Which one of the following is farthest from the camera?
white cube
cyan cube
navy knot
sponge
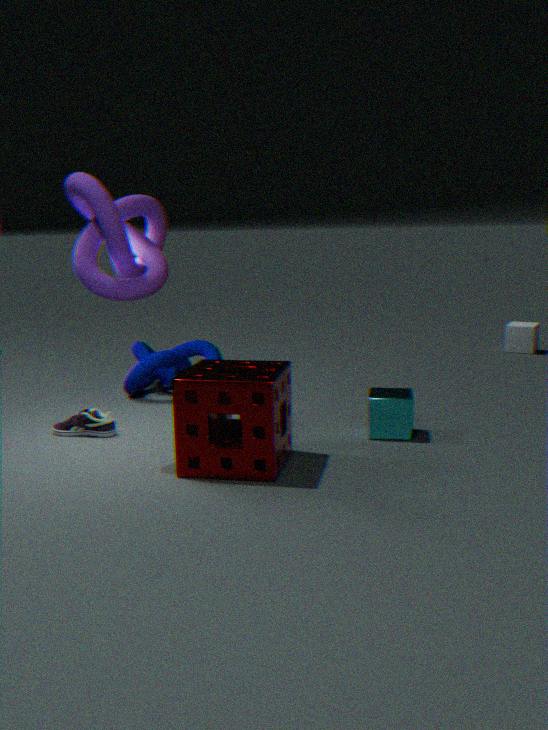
white cube
